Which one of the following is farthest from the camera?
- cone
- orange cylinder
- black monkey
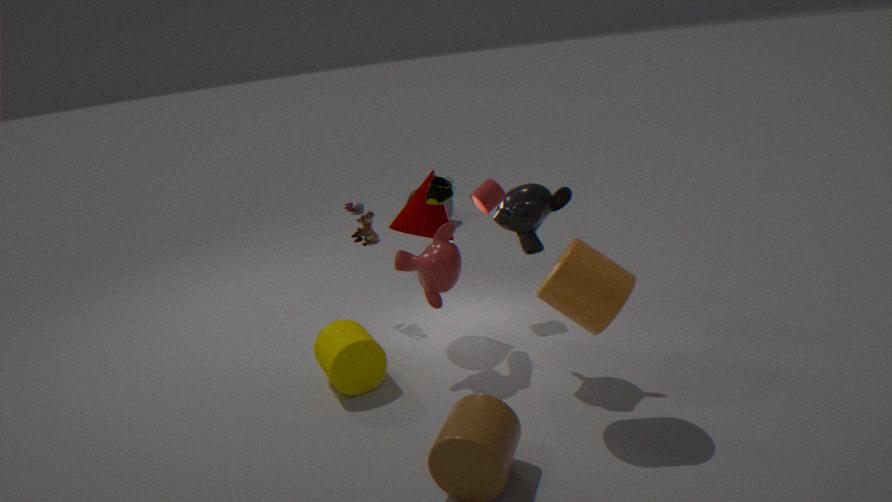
cone
